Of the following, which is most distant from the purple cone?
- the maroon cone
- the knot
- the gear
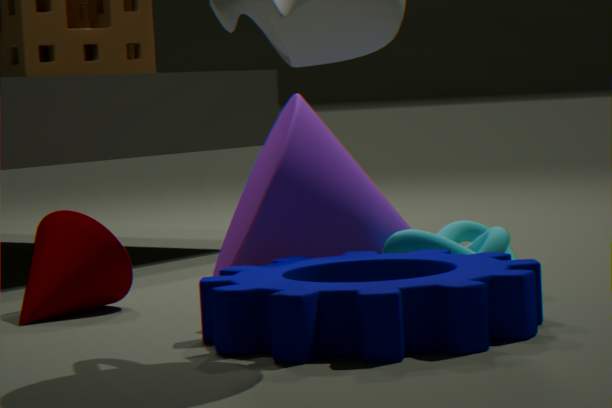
the maroon cone
